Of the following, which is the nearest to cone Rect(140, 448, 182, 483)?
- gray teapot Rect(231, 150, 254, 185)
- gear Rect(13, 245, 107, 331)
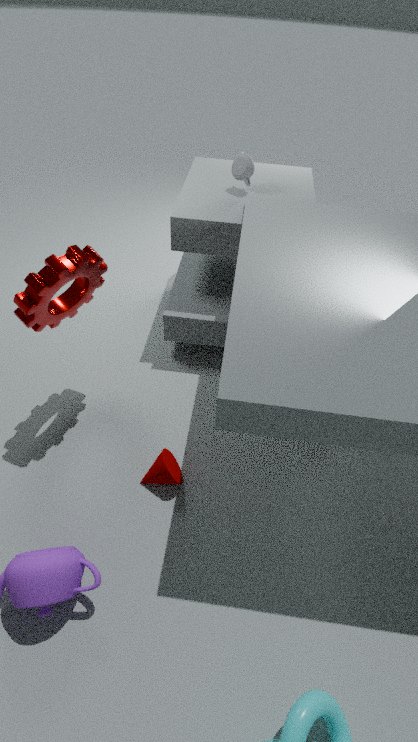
gear Rect(13, 245, 107, 331)
